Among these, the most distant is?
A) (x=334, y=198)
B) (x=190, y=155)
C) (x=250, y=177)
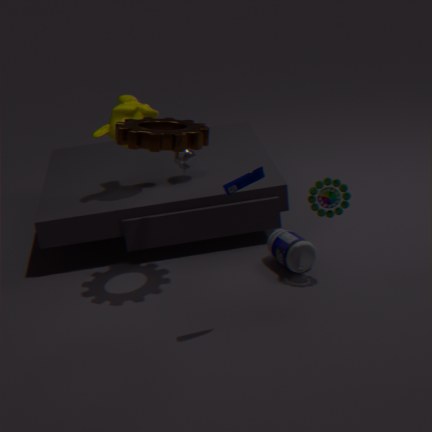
(x=190, y=155)
